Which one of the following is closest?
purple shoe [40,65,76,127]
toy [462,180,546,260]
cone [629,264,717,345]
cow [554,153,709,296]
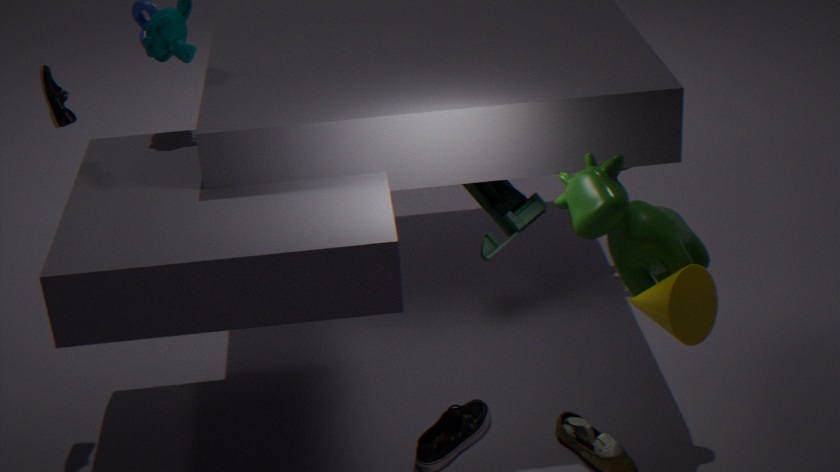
cone [629,264,717,345]
